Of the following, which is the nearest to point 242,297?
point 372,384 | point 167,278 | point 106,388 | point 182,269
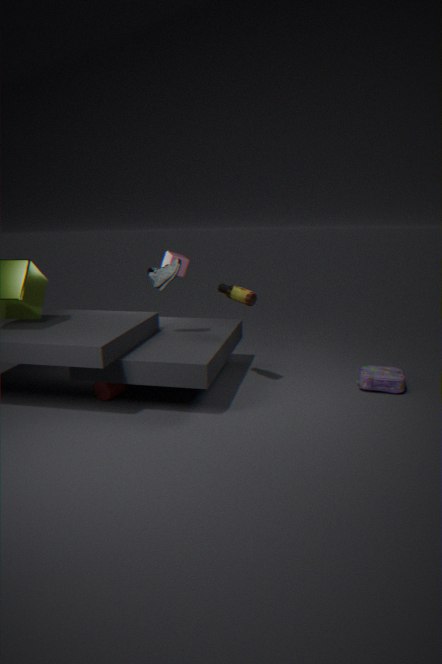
point 167,278
